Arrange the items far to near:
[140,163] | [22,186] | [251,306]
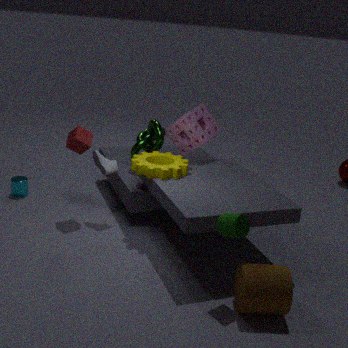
1. [22,186]
2. [140,163]
3. [251,306]
